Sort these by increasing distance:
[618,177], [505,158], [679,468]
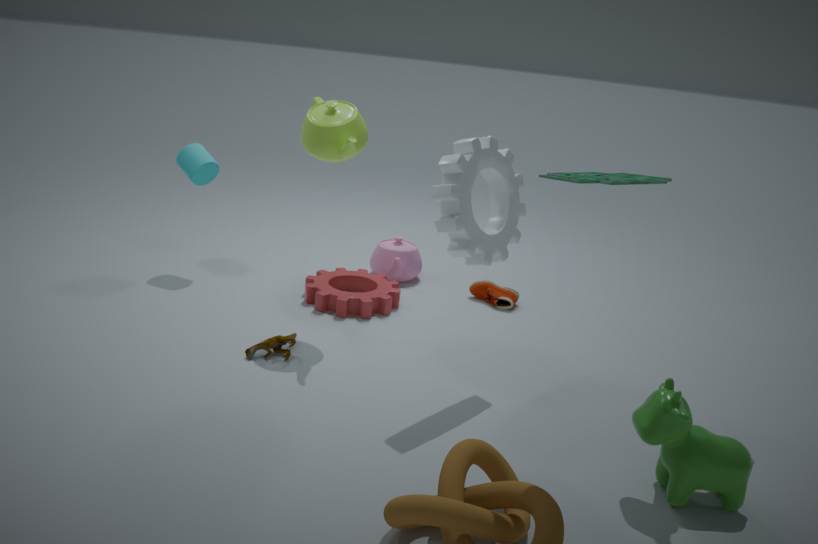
[618,177]
[679,468]
[505,158]
